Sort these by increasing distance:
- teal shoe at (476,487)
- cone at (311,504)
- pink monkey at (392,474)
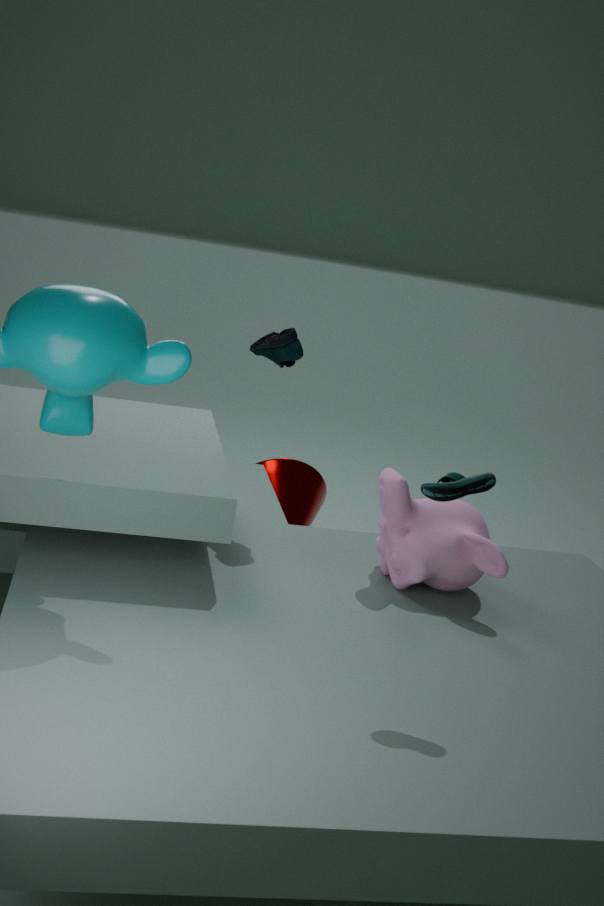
1. teal shoe at (476,487)
2. pink monkey at (392,474)
3. cone at (311,504)
